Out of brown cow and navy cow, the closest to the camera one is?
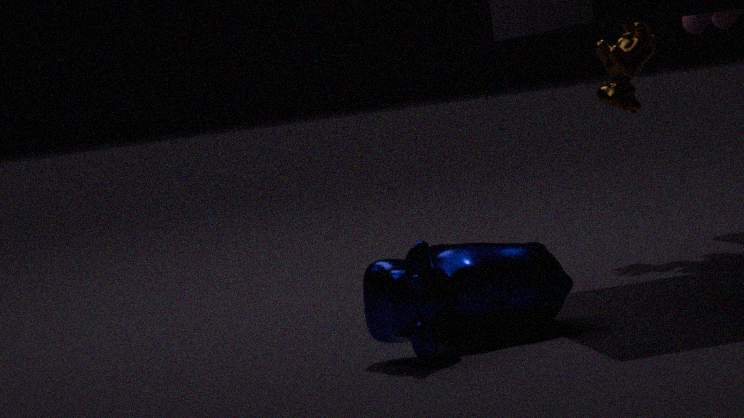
navy cow
